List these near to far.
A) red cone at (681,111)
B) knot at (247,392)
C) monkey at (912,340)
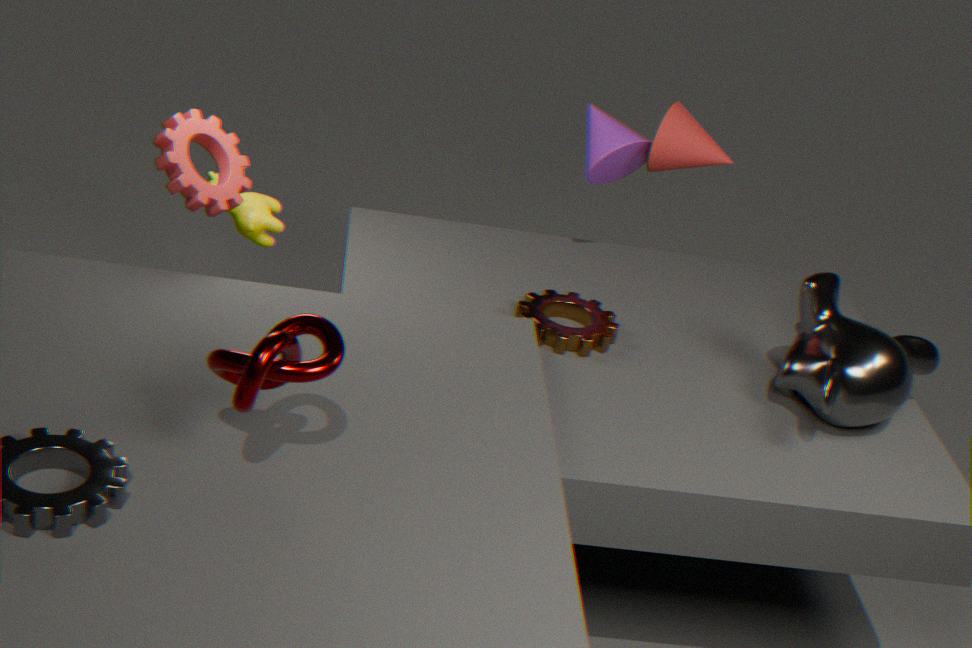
knot at (247,392) < monkey at (912,340) < red cone at (681,111)
